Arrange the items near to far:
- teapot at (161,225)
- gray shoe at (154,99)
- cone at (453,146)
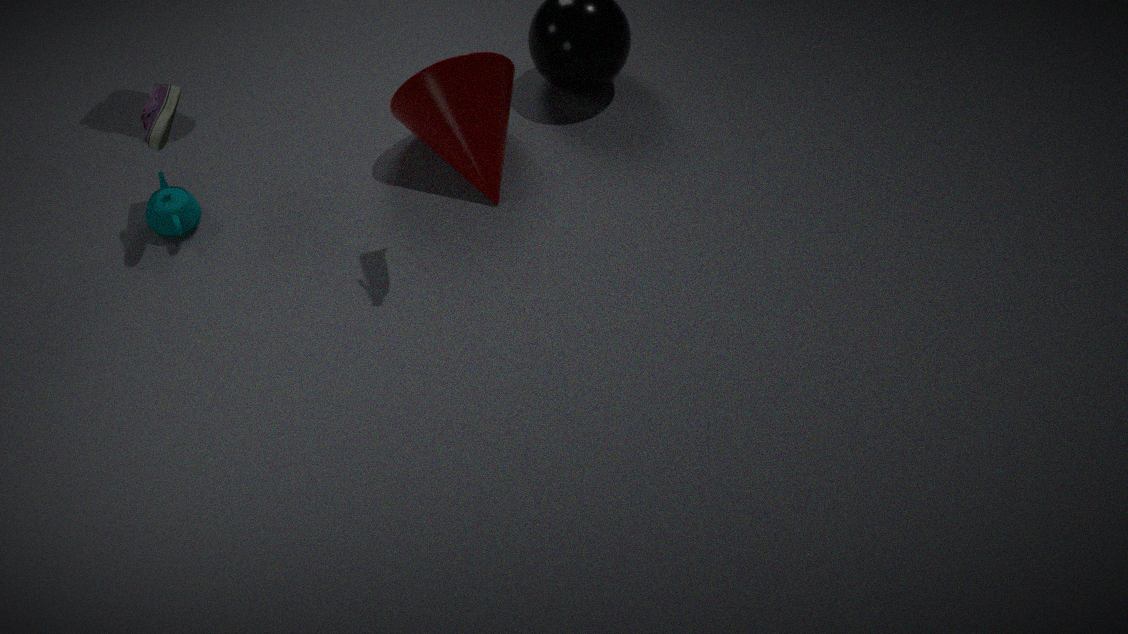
gray shoe at (154,99) → teapot at (161,225) → cone at (453,146)
